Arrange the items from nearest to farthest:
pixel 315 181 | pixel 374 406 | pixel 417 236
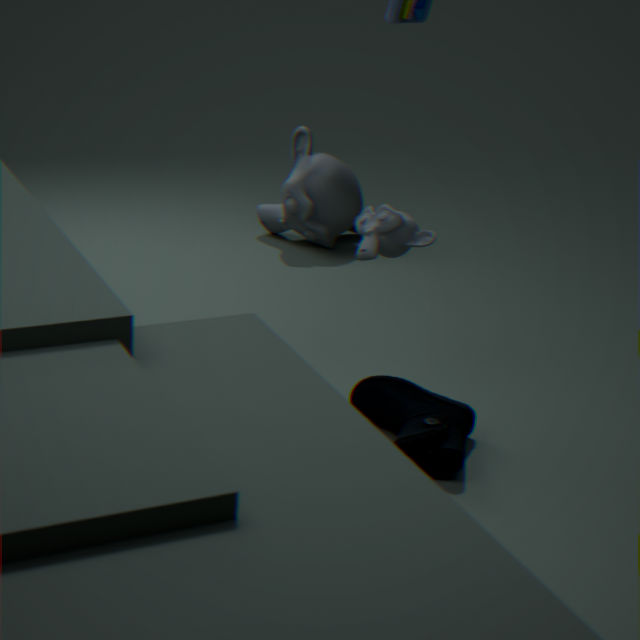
1. pixel 374 406
2. pixel 417 236
3. pixel 315 181
